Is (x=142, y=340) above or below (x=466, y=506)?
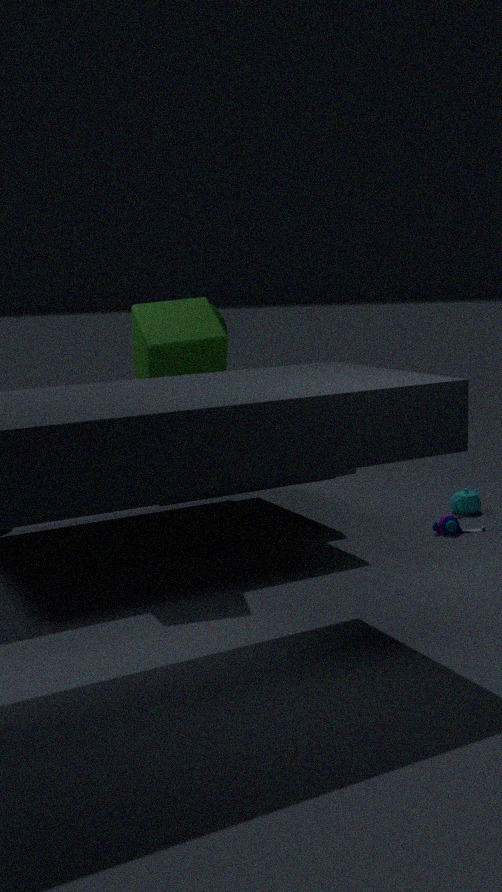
above
